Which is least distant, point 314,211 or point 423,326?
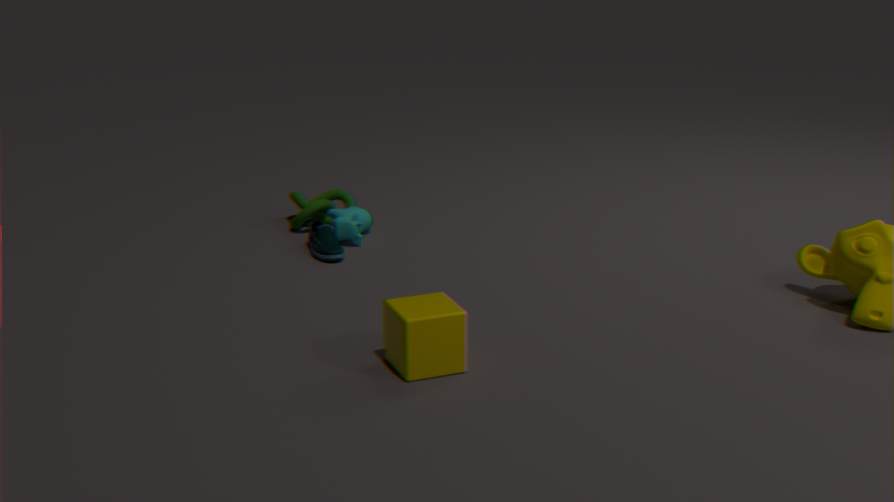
point 423,326
